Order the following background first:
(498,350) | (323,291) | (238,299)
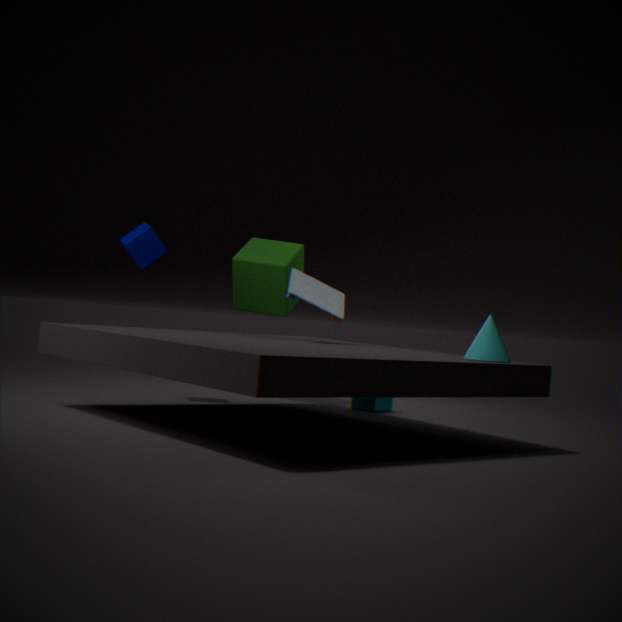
(238,299) < (323,291) < (498,350)
